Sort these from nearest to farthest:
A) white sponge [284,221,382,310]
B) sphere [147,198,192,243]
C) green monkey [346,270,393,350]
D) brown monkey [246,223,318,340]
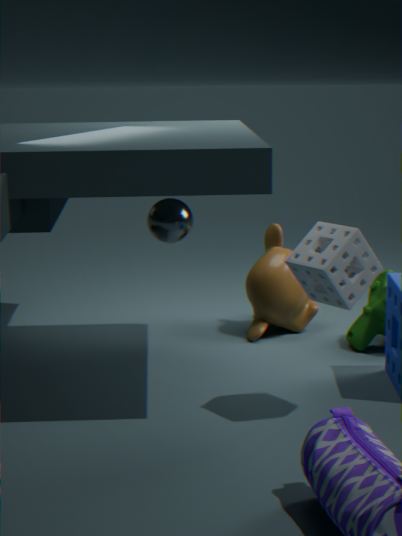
white sponge [284,221,382,310] → green monkey [346,270,393,350] → sphere [147,198,192,243] → brown monkey [246,223,318,340]
